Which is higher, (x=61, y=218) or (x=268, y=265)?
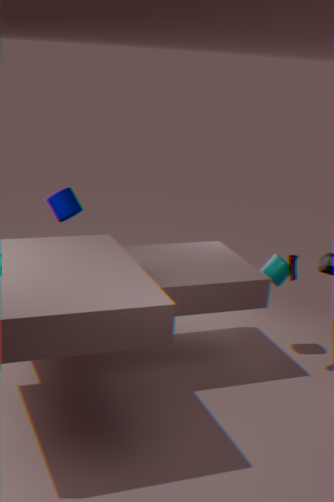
(x=61, y=218)
